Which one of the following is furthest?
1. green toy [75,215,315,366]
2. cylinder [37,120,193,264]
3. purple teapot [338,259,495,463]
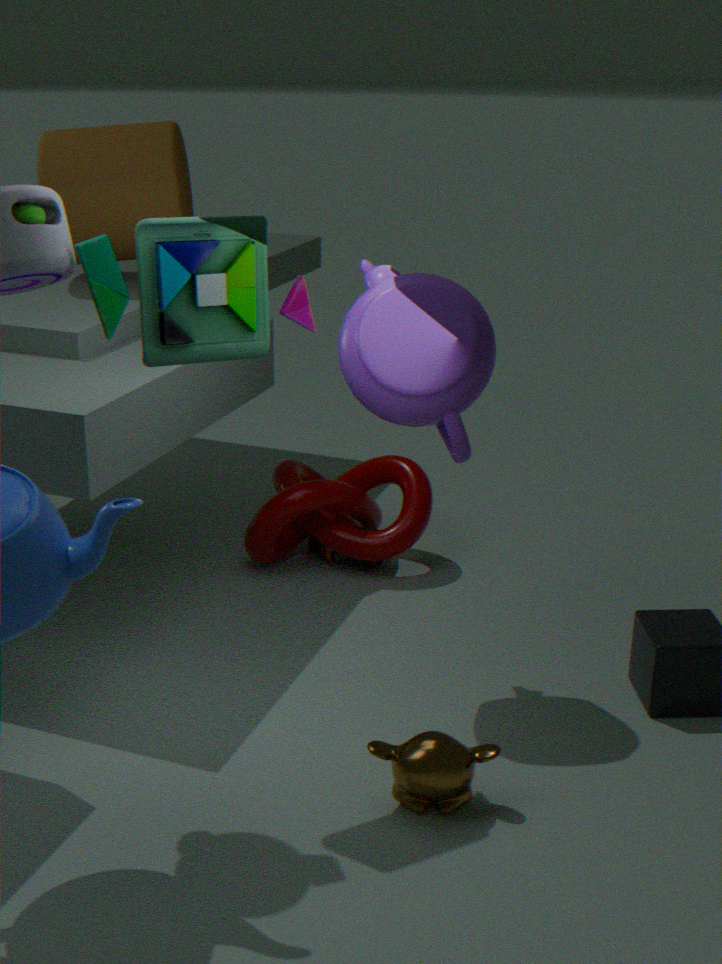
cylinder [37,120,193,264]
